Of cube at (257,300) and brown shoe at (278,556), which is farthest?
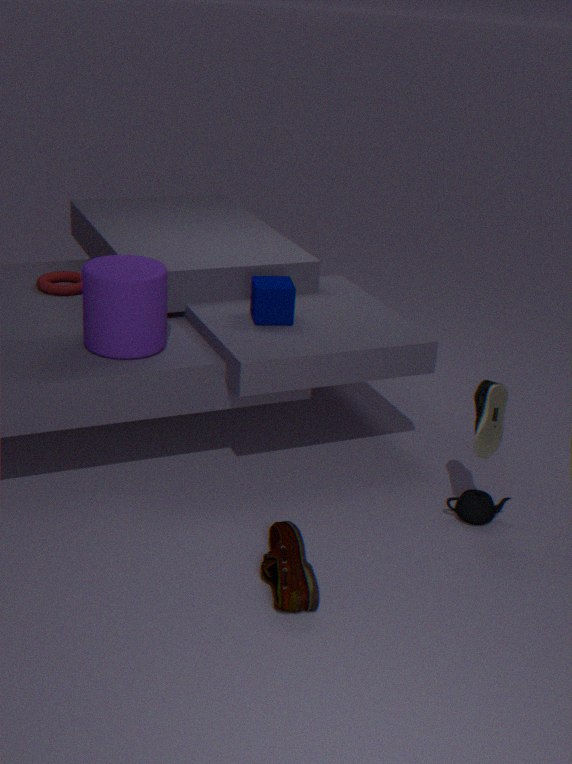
cube at (257,300)
